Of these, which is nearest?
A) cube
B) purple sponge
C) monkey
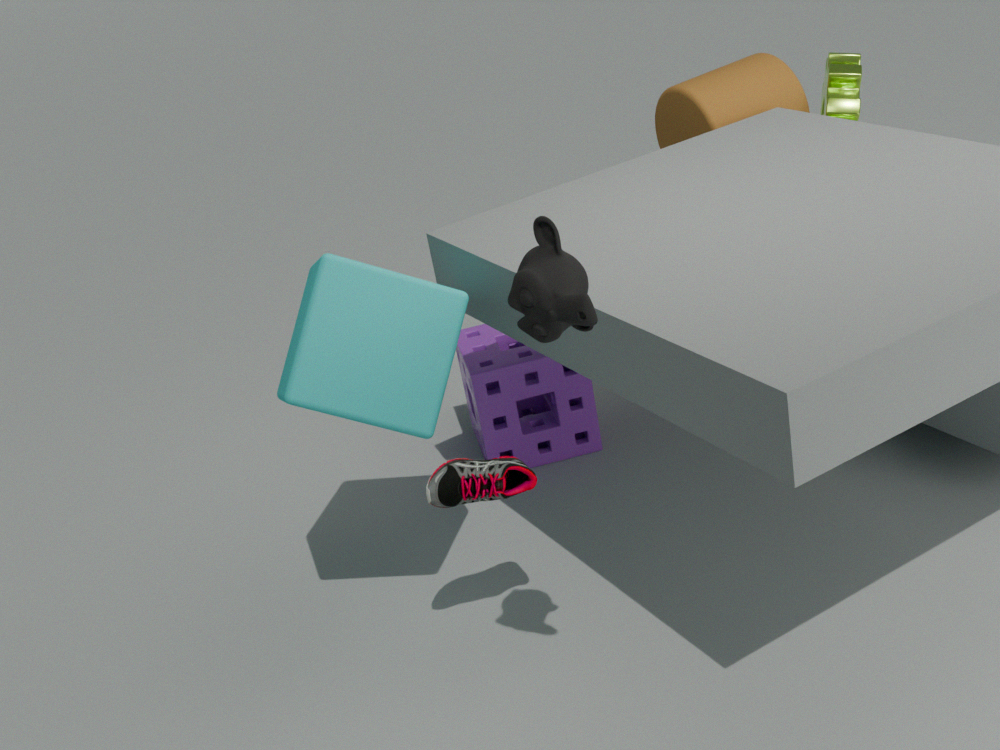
monkey
